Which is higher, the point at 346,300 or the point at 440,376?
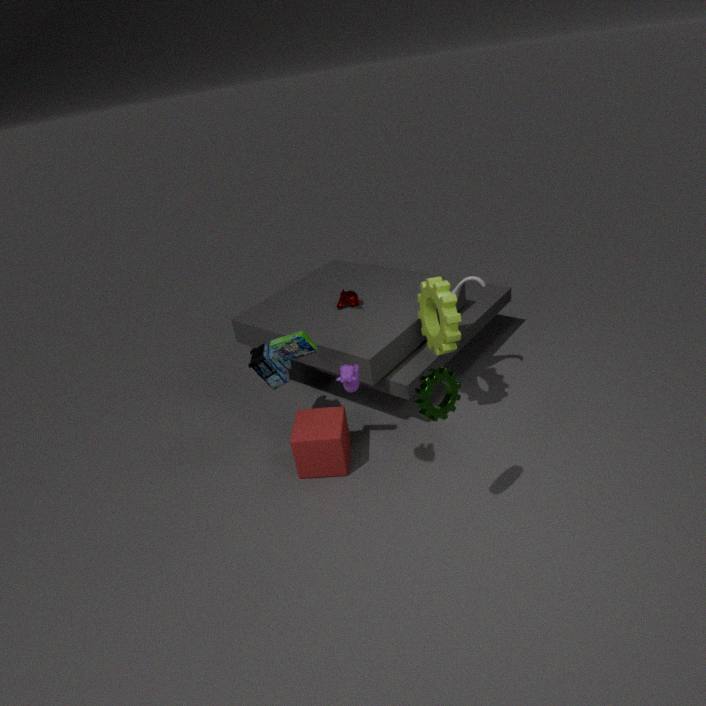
the point at 440,376
